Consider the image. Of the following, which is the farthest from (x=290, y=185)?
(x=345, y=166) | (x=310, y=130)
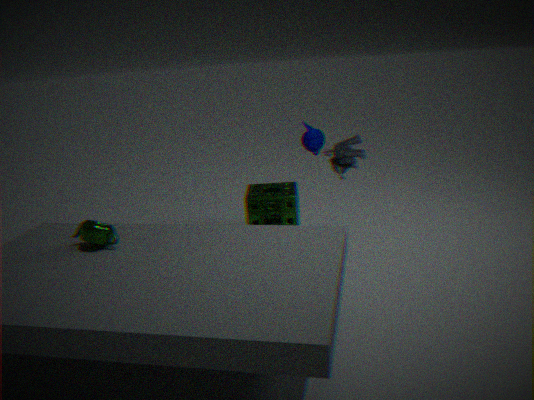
(x=345, y=166)
